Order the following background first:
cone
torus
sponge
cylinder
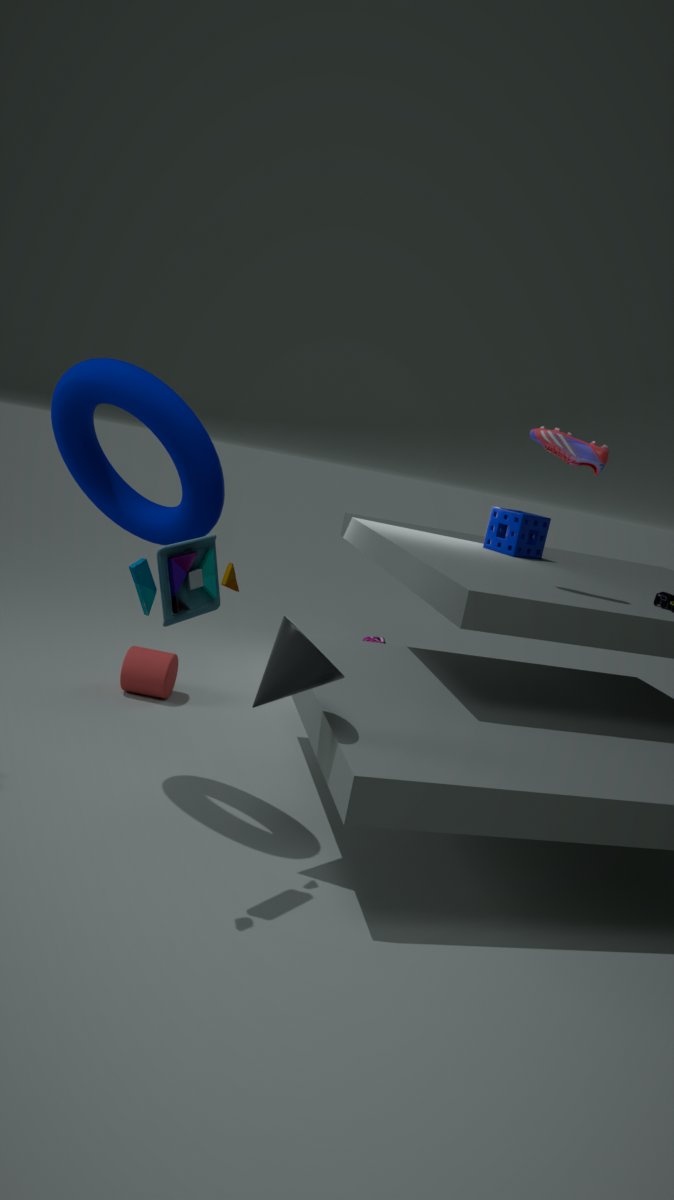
sponge
cylinder
cone
torus
